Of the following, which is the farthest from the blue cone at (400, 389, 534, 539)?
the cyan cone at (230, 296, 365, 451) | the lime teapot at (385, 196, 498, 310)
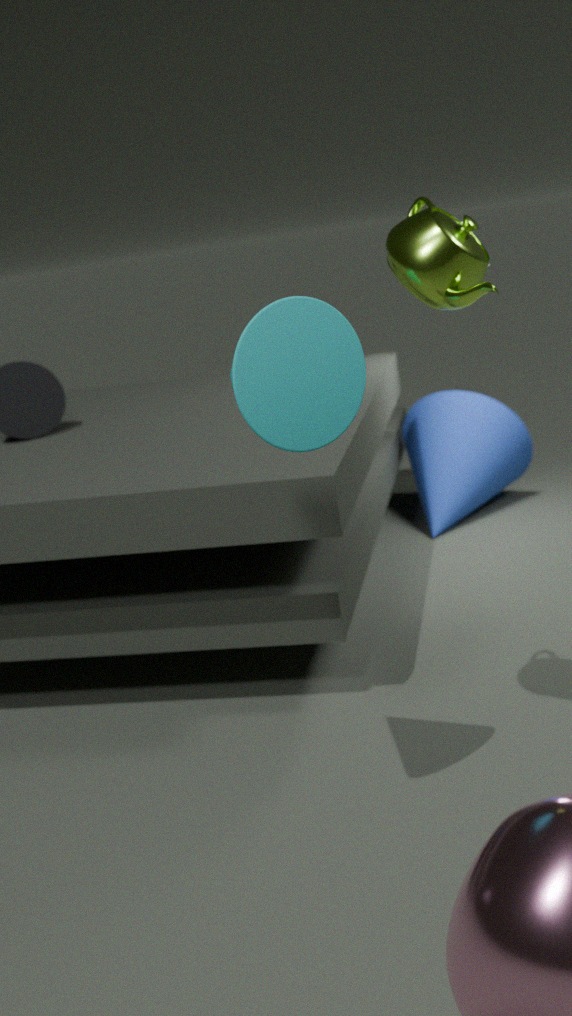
the cyan cone at (230, 296, 365, 451)
